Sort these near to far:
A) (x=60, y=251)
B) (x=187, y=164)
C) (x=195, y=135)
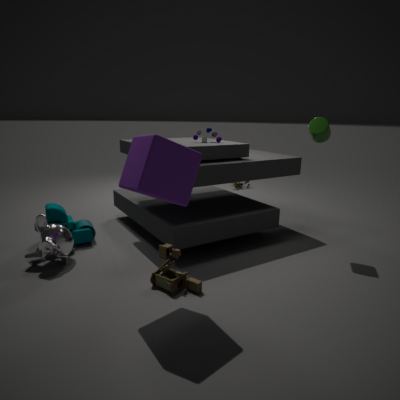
B. (x=187, y=164) < A. (x=60, y=251) < C. (x=195, y=135)
